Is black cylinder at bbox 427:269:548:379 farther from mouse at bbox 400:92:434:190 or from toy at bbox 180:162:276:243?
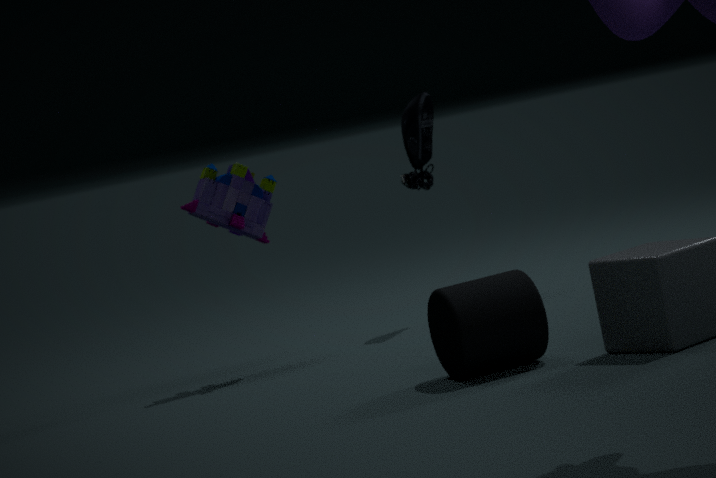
mouse at bbox 400:92:434:190
